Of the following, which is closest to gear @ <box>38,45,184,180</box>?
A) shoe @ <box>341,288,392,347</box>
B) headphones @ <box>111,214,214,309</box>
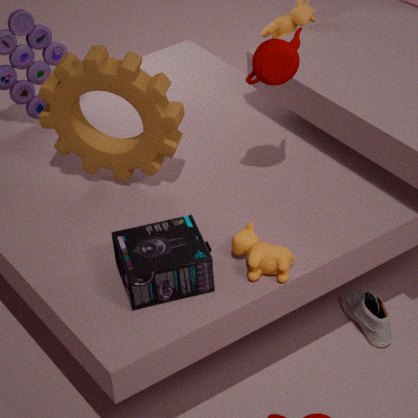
headphones @ <box>111,214,214,309</box>
